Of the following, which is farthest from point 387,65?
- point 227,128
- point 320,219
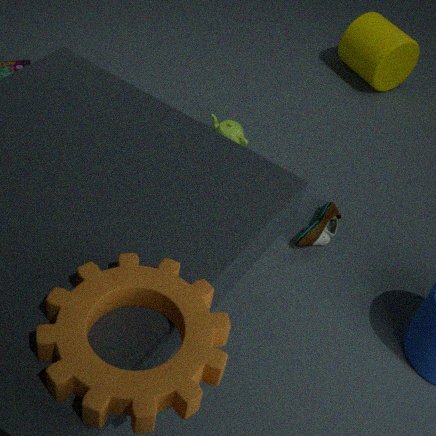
point 320,219
